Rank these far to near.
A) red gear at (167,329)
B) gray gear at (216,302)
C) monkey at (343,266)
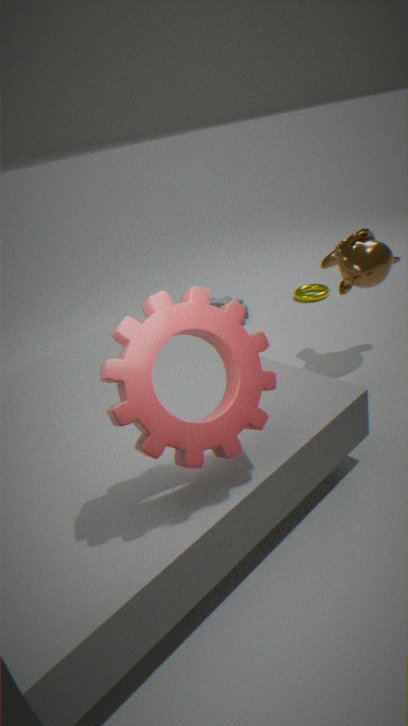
gray gear at (216,302) → monkey at (343,266) → red gear at (167,329)
